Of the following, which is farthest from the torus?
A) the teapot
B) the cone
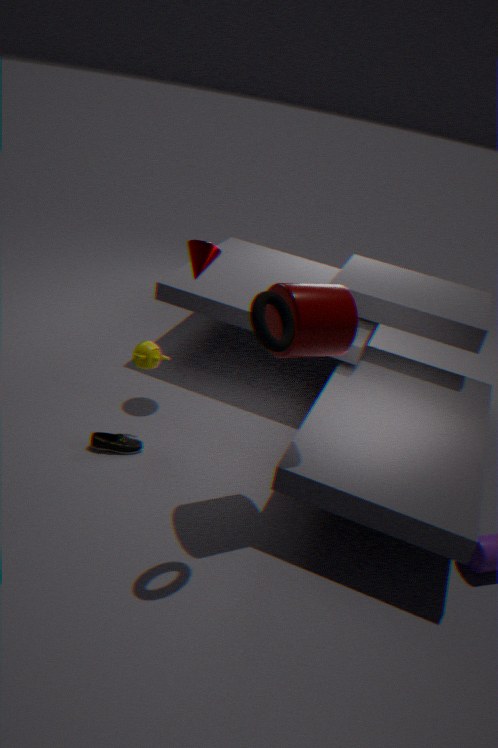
the cone
